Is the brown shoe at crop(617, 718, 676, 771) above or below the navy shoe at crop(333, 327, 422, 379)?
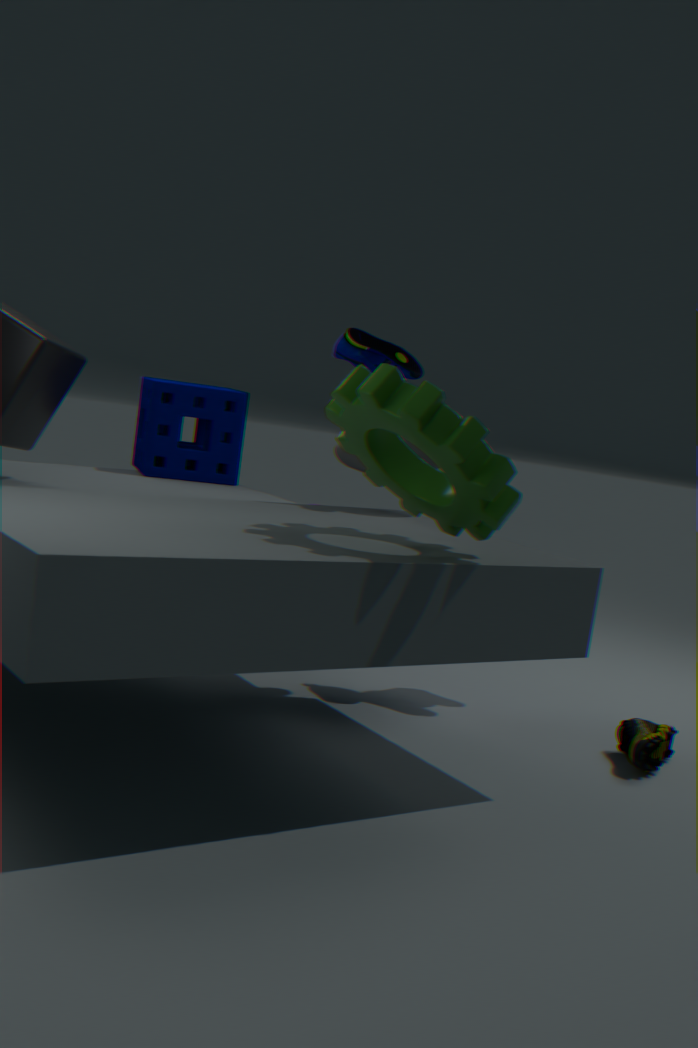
below
